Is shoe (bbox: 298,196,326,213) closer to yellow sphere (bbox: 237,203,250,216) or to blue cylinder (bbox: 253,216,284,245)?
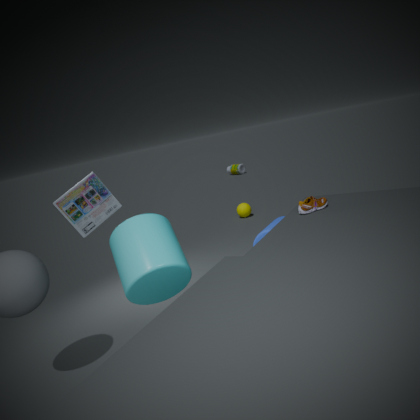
blue cylinder (bbox: 253,216,284,245)
